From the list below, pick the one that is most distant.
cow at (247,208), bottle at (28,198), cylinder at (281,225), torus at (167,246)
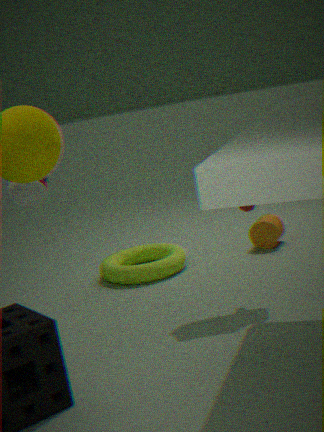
cylinder at (281,225)
